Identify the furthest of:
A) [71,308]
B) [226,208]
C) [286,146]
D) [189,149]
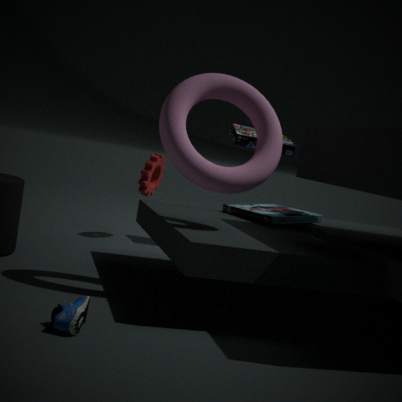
[286,146]
